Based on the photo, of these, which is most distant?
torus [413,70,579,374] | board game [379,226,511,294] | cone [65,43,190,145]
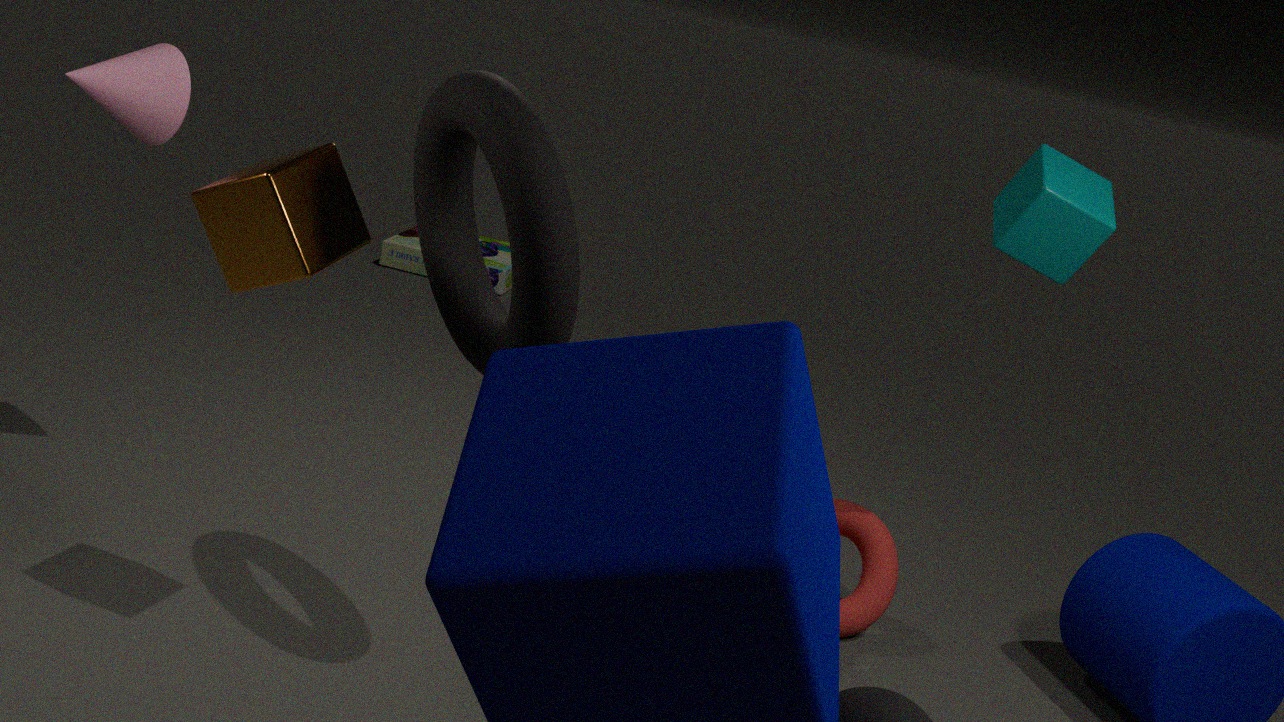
board game [379,226,511,294]
